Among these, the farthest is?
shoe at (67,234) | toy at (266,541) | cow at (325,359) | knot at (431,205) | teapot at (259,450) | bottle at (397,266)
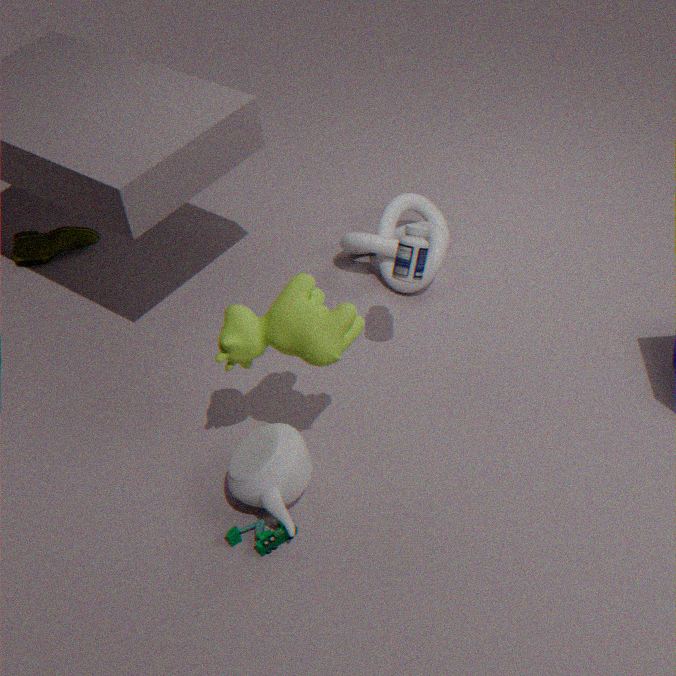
shoe at (67,234)
